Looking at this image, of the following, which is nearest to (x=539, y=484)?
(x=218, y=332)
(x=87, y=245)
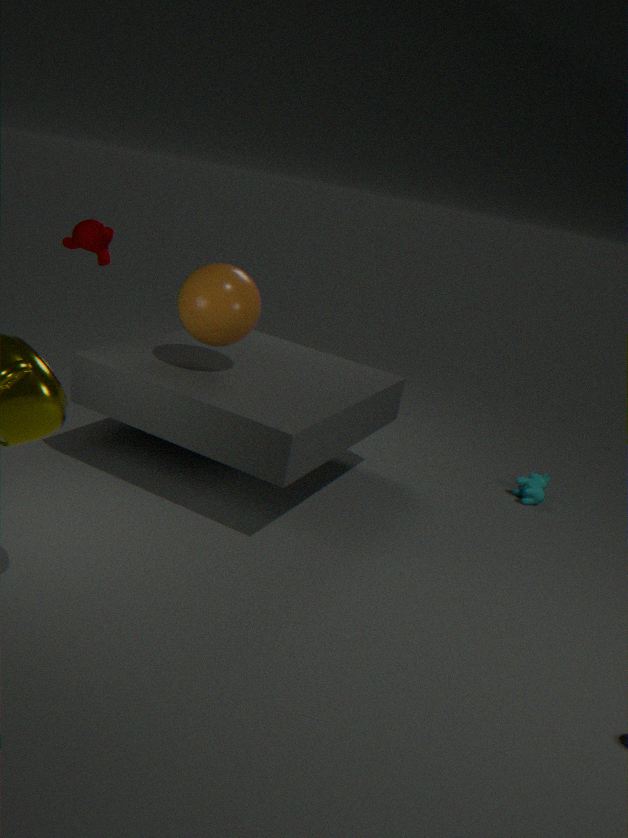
(x=218, y=332)
